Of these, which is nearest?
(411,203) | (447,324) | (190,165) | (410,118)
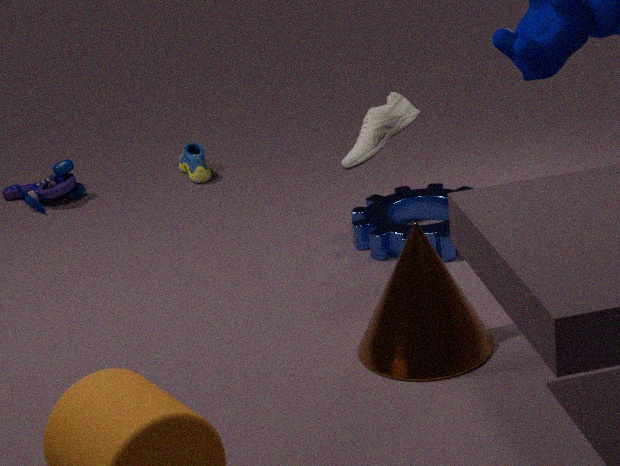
(410,118)
